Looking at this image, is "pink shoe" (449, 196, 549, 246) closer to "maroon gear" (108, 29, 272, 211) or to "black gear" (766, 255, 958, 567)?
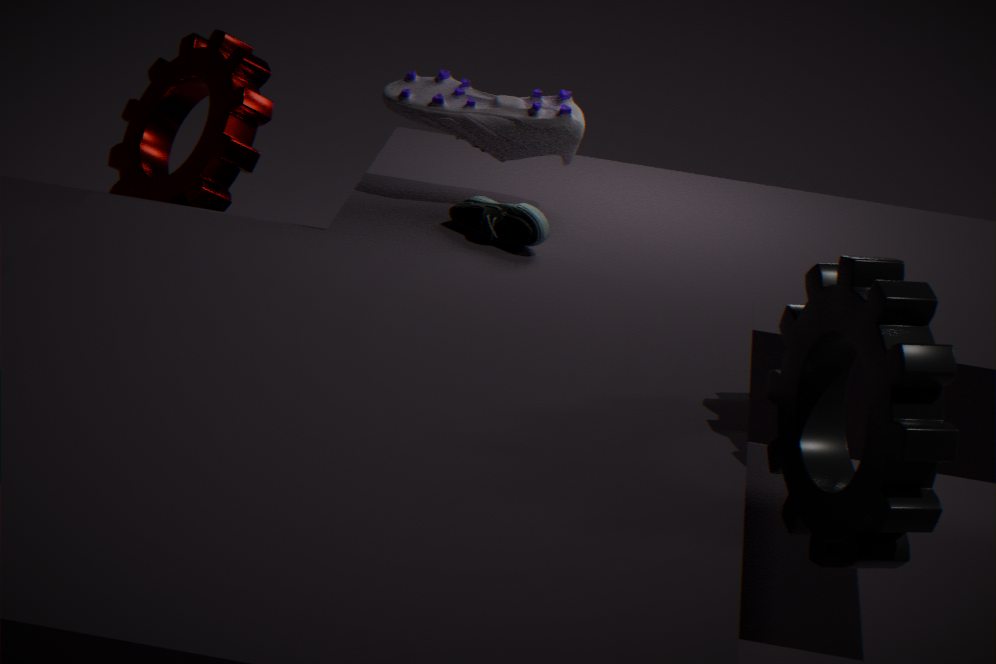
"maroon gear" (108, 29, 272, 211)
